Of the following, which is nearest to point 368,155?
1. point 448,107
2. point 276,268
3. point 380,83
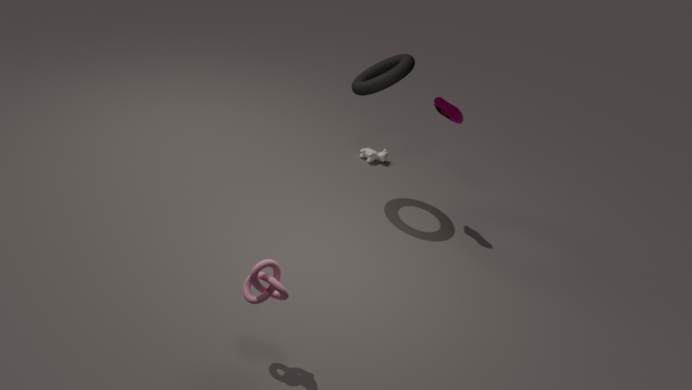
point 380,83
